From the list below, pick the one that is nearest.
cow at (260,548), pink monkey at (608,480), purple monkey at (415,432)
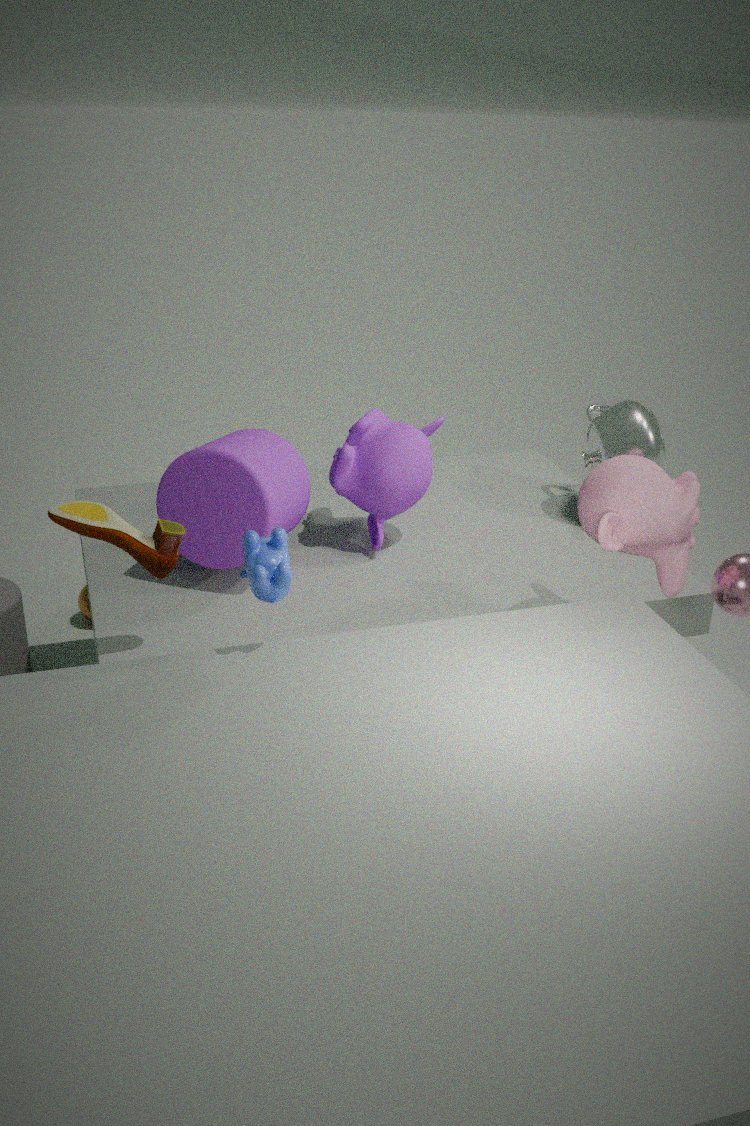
cow at (260,548)
